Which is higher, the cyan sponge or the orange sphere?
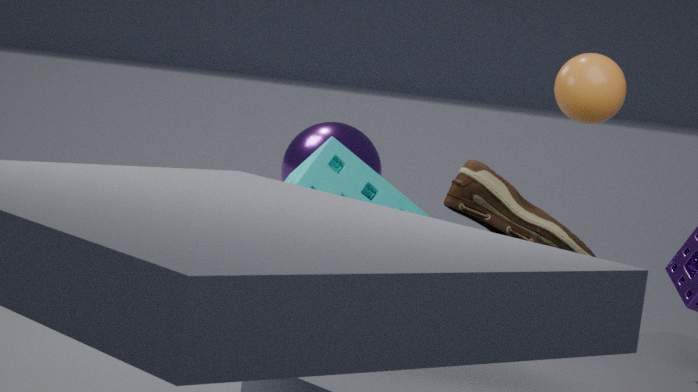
the orange sphere
